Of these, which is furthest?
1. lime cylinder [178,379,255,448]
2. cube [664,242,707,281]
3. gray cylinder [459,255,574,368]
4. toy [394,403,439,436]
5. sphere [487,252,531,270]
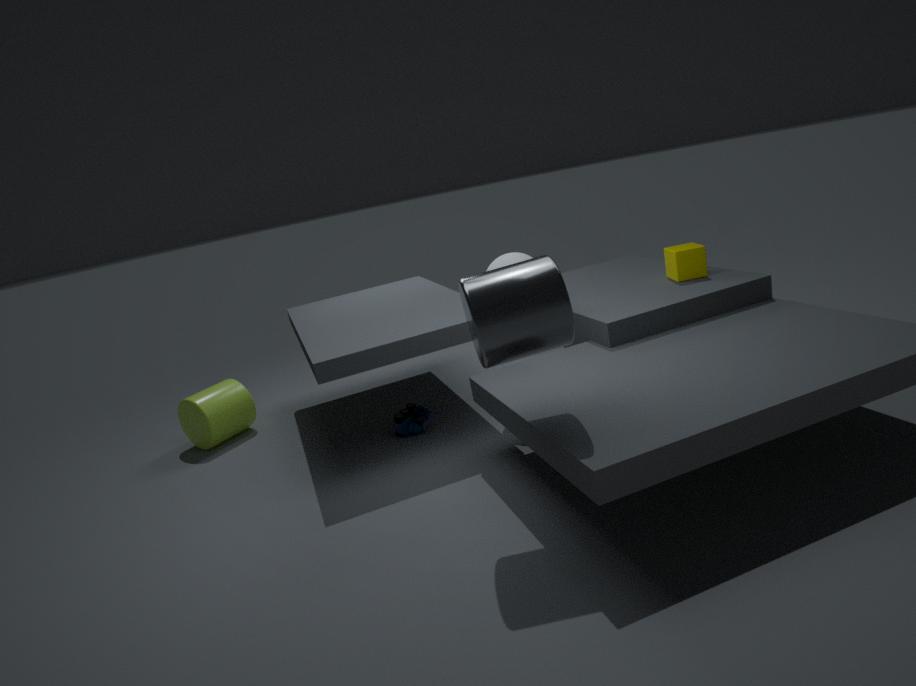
lime cylinder [178,379,255,448]
